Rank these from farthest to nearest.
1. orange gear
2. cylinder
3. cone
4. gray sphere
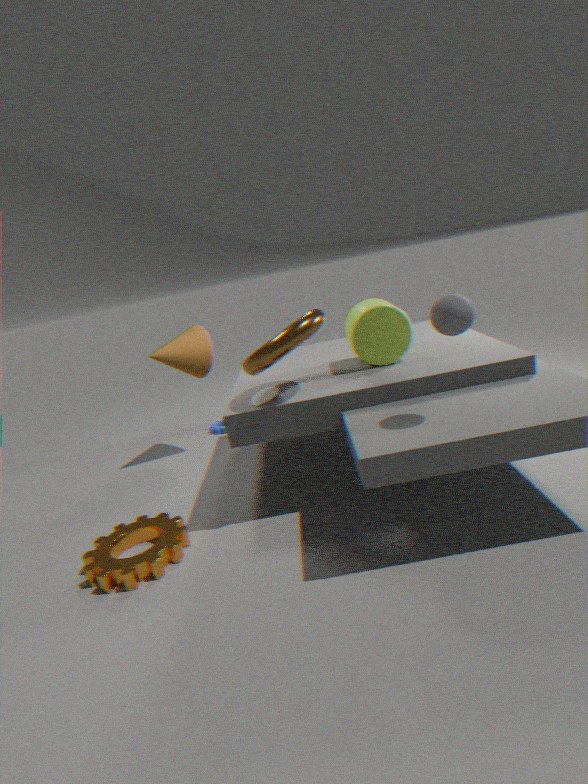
cone
cylinder
orange gear
gray sphere
